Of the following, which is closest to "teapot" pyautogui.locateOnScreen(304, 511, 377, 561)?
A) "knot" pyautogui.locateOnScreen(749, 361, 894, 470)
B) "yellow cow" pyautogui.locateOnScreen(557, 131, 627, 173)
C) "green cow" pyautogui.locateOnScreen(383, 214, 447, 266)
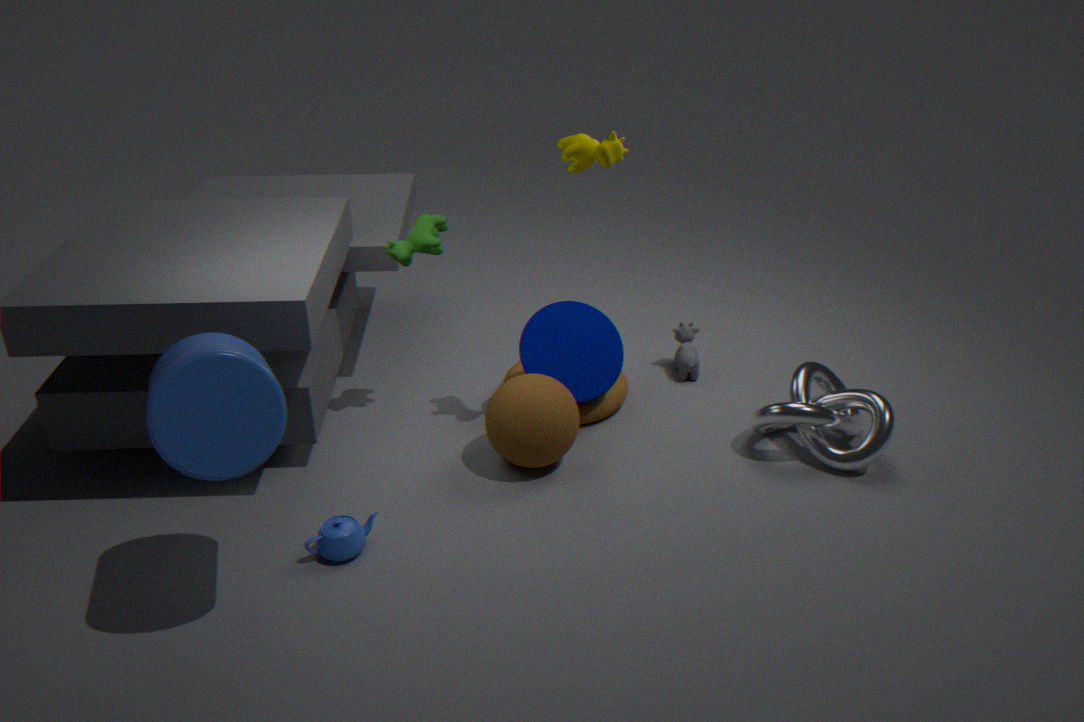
"green cow" pyautogui.locateOnScreen(383, 214, 447, 266)
